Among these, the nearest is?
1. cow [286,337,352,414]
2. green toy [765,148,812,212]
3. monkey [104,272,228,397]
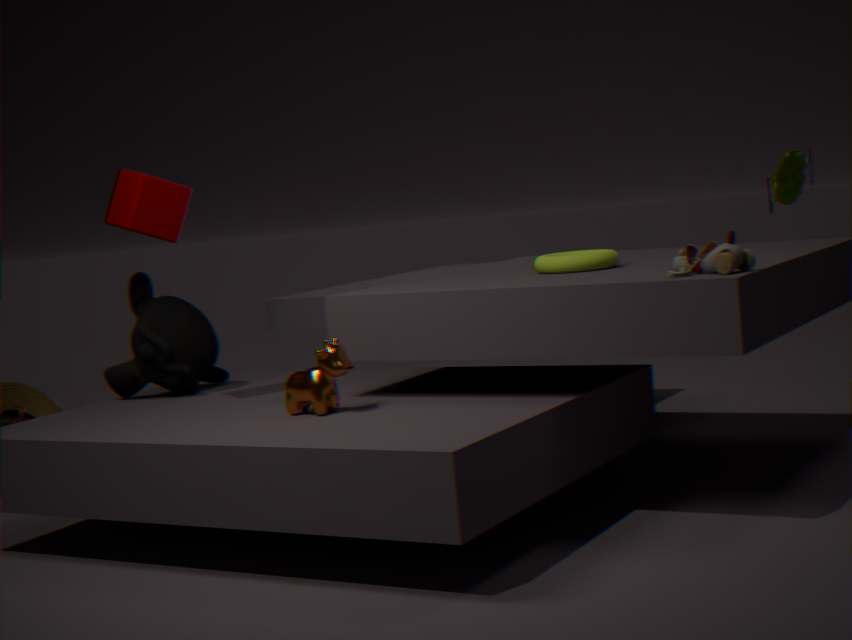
green toy [765,148,812,212]
